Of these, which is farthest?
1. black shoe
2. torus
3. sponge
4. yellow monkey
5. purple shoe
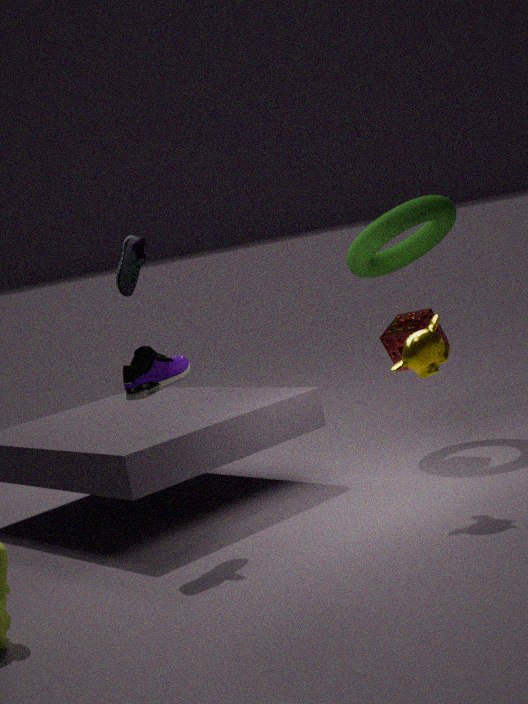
torus
